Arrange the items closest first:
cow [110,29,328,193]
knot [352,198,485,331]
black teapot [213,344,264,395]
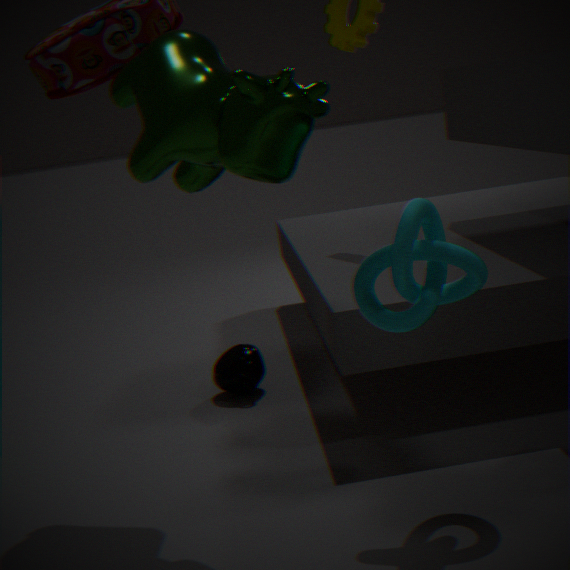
cow [110,29,328,193] → knot [352,198,485,331] → black teapot [213,344,264,395]
